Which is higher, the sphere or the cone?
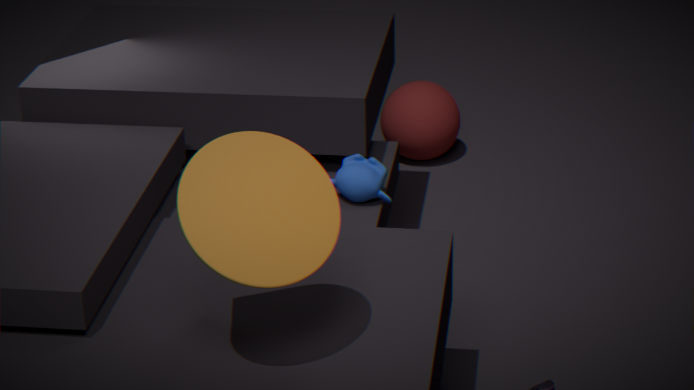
the cone
